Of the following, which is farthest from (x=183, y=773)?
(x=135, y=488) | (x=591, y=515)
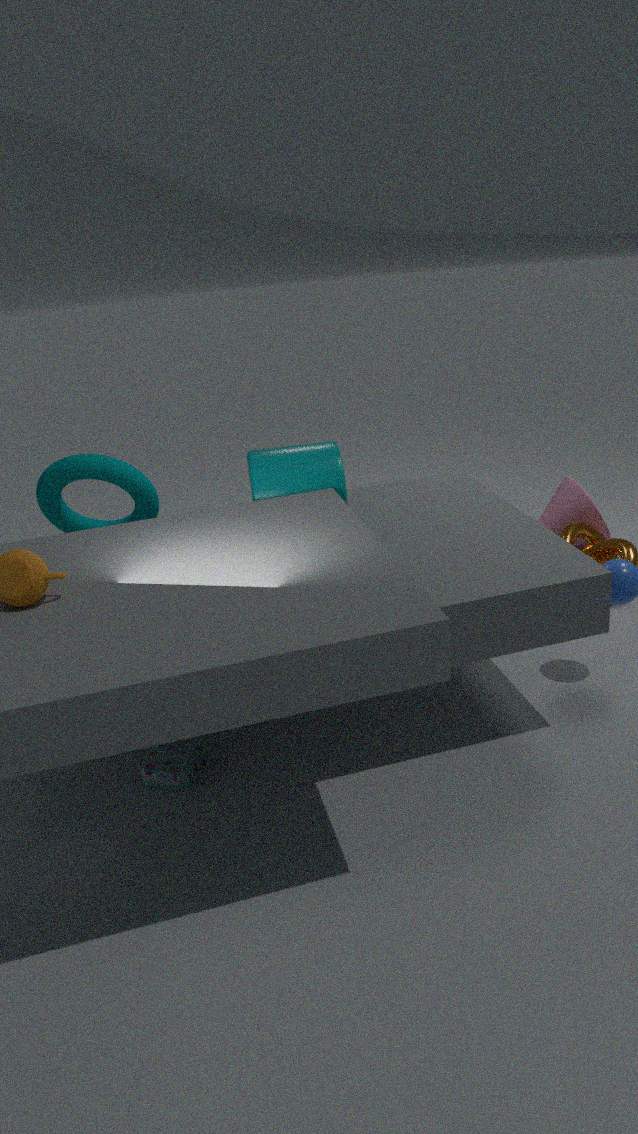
(x=591, y=515)
